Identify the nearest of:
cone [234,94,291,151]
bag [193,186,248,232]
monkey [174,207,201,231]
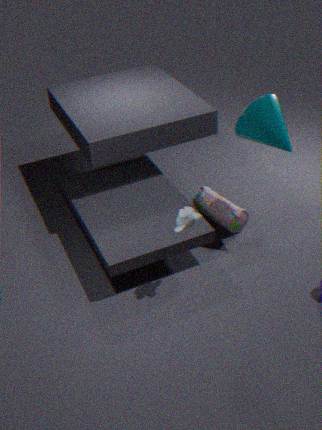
monkey [174,207,201,231]
